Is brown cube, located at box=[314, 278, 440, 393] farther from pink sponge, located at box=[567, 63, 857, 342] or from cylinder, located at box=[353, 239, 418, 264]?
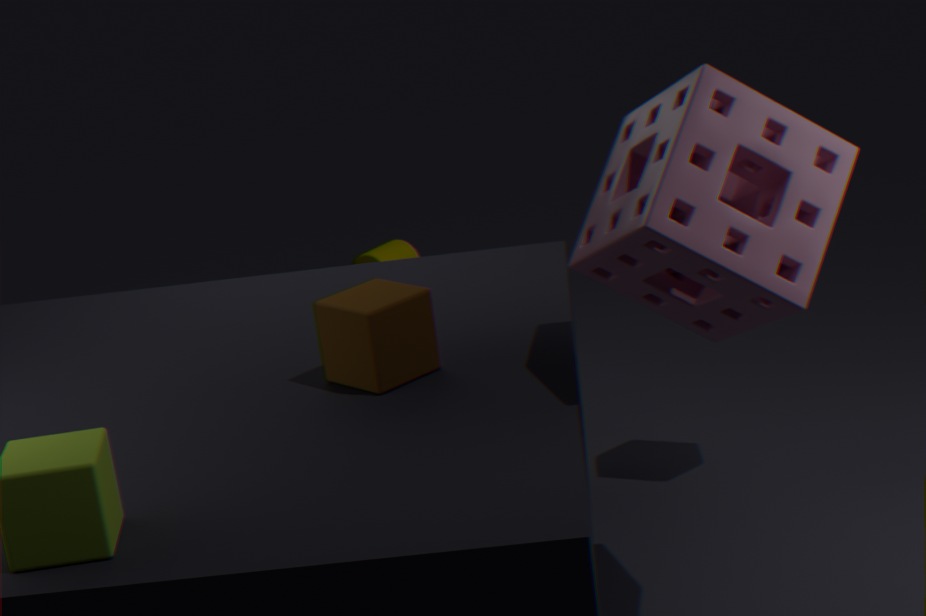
cylinder, located at box=[353, 239, 418, 264]
